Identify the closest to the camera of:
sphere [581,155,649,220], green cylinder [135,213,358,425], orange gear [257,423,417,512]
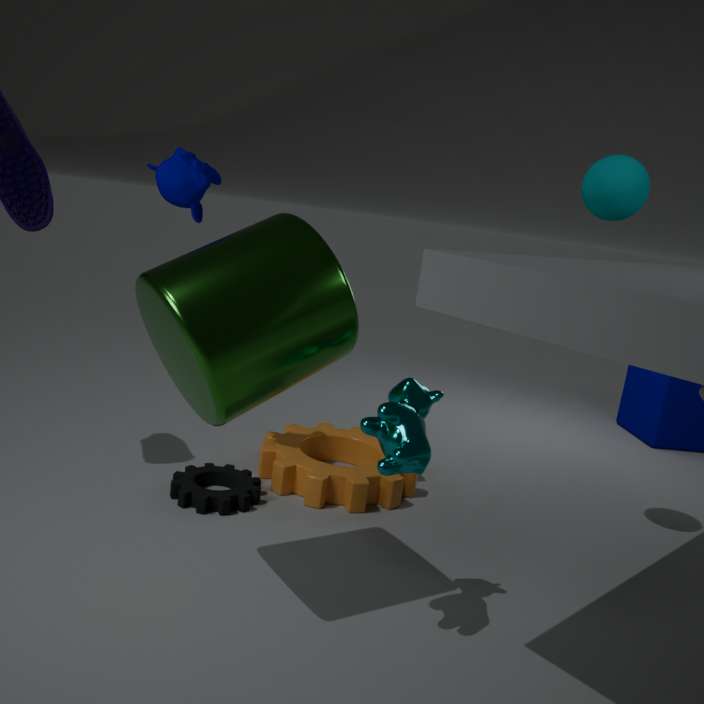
green cylinder [135,213,358,425]
